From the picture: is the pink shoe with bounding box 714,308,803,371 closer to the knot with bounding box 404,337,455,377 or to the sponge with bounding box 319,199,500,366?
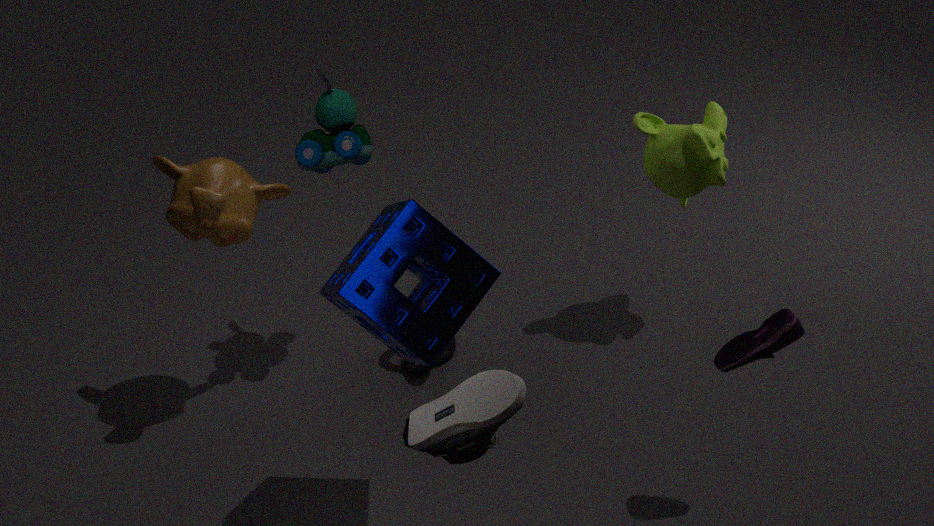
the sponge with bounding box 319,199,500,366
